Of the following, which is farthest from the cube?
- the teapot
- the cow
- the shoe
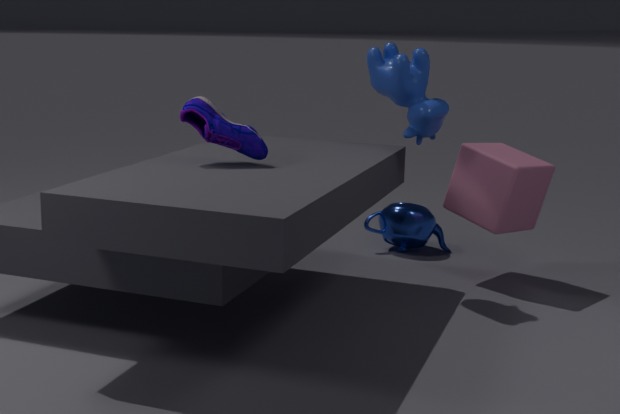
the shoe
